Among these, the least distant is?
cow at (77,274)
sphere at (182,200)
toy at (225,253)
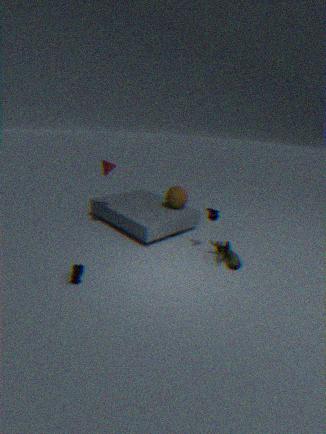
cow at (77,274)
